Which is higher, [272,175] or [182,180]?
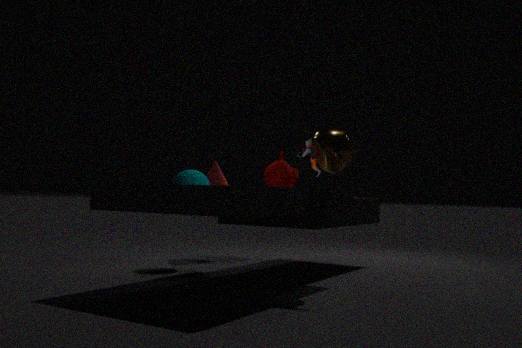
[272,175]
